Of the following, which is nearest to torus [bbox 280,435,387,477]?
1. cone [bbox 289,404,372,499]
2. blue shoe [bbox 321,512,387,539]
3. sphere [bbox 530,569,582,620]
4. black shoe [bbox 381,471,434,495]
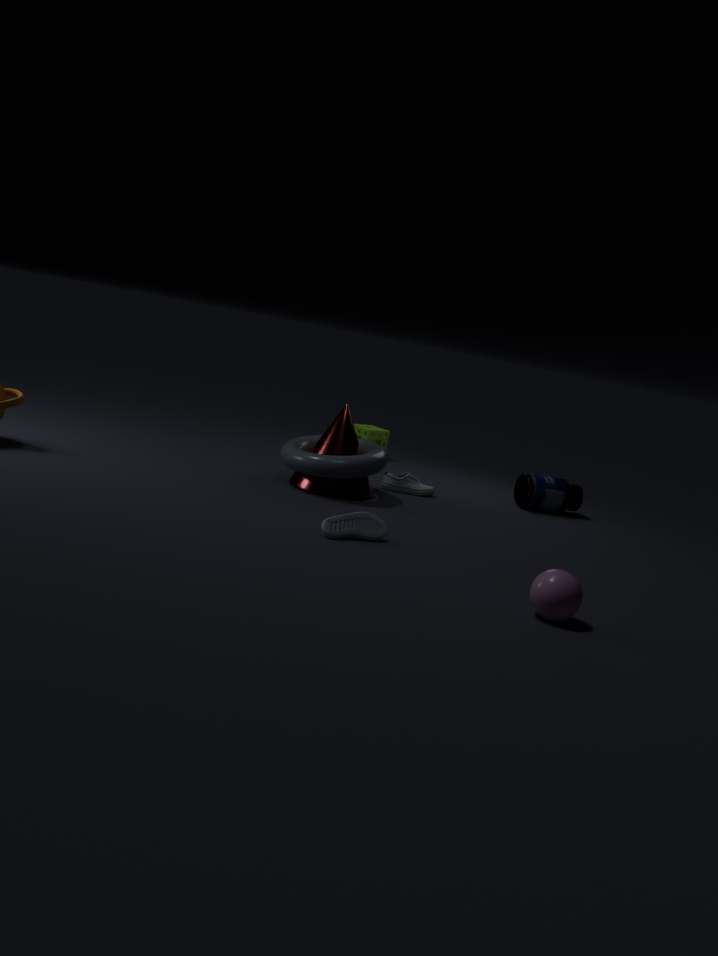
cone [bbox 289,404,372,499]
